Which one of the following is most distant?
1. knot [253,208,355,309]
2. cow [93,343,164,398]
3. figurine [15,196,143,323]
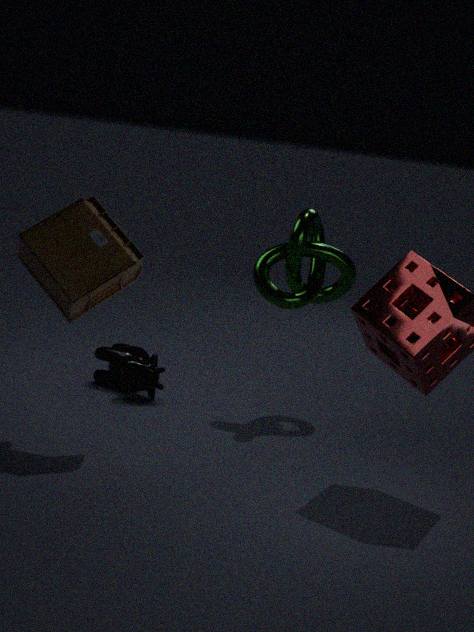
cow [93,343,164,398]
